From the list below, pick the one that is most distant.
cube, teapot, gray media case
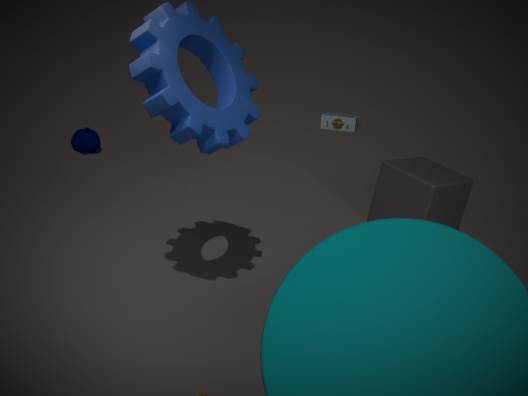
teapot
